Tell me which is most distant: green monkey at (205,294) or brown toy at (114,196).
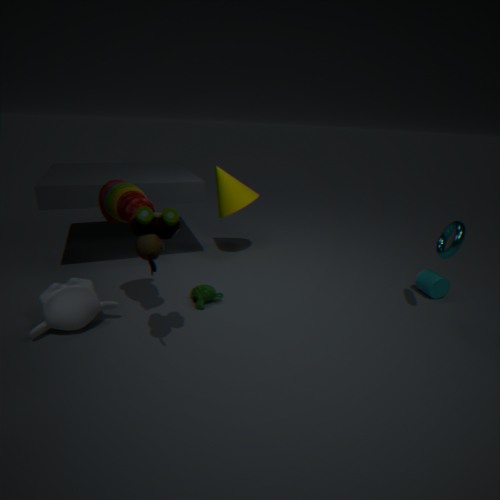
green monkey at (205,294)
